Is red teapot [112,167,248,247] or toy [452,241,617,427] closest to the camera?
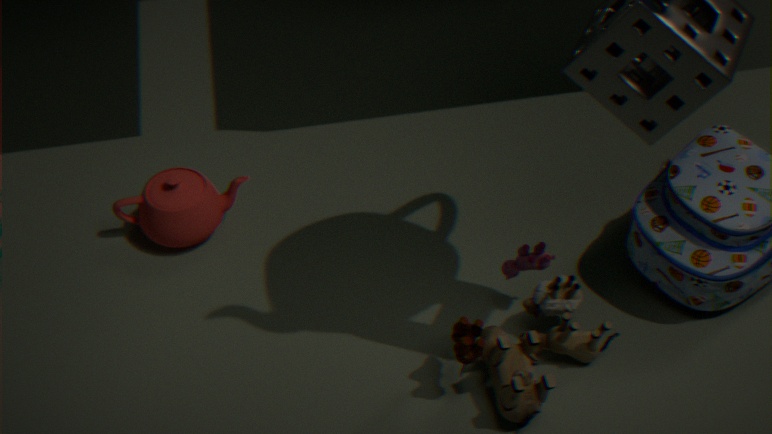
toy [452,241,617,427]
